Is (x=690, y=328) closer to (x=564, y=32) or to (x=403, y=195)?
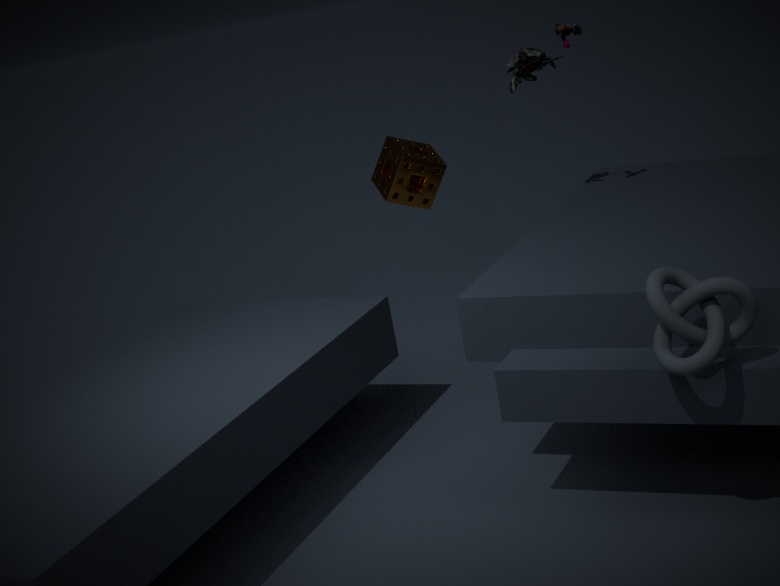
(x=564, y=32)
